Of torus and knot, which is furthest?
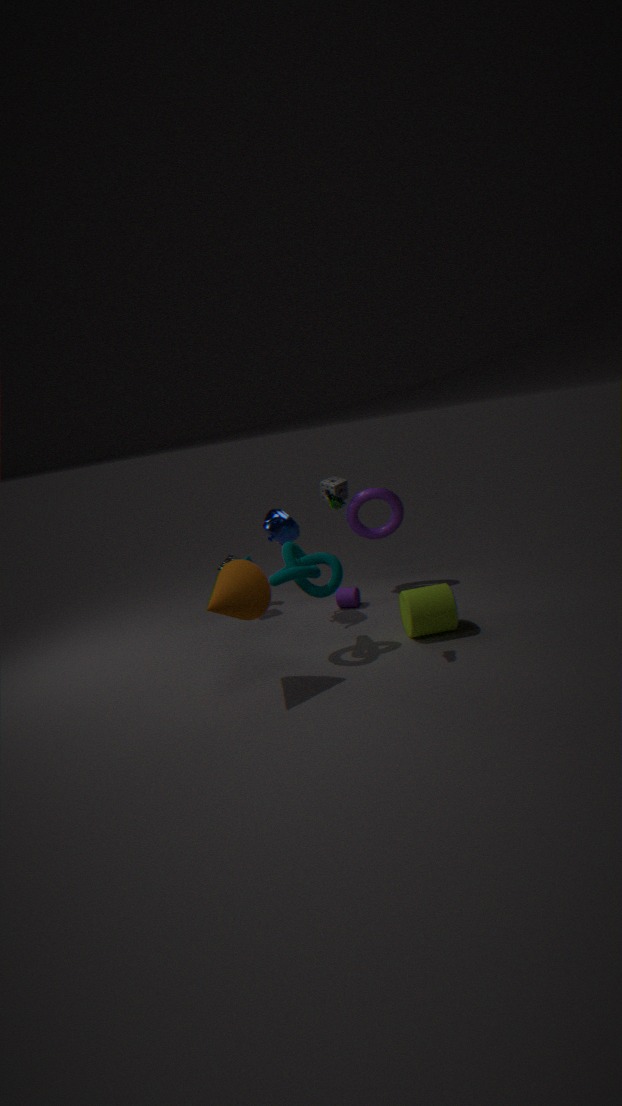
torus
